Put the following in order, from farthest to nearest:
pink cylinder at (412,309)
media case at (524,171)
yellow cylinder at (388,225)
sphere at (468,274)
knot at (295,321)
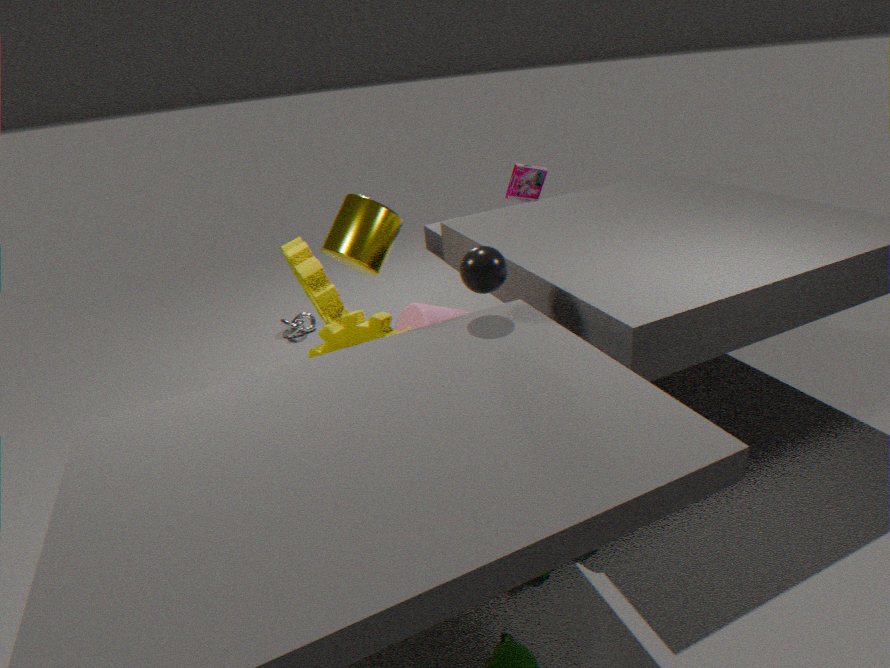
knot at (295,321) → media case at (524,171) → yellow cylinder at (388,225) → pink cylinder at (412,309) → sphere at (468,274)
